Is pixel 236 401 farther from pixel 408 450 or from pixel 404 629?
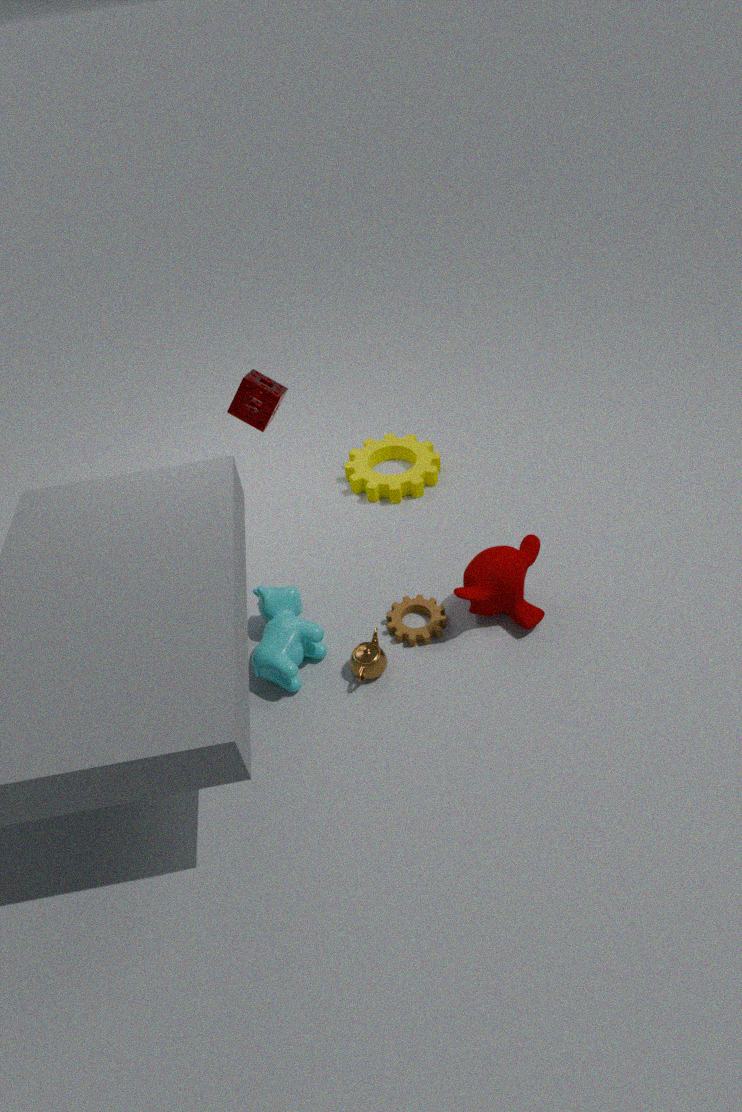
pixel 404 629
